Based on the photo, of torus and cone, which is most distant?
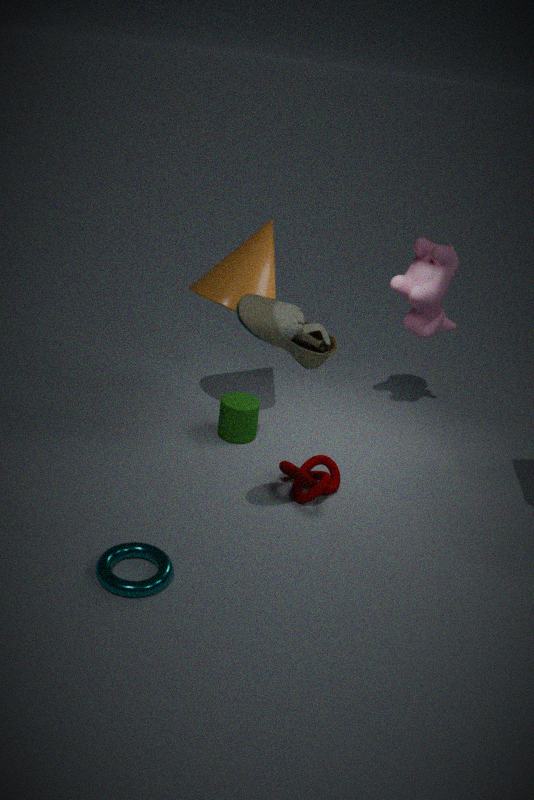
cone
